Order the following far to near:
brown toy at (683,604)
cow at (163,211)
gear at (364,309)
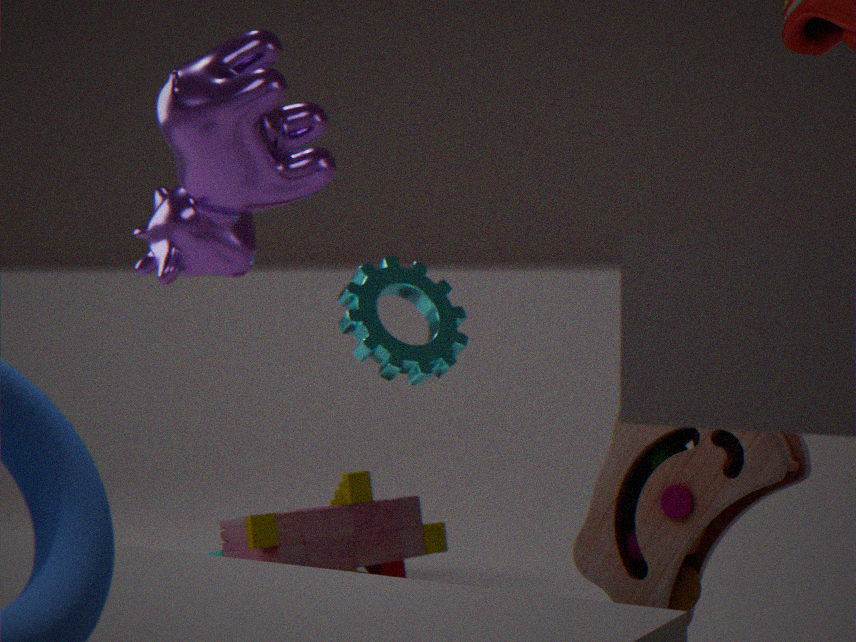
gear at (364,309) < cow at (163,211) < brown toy at (683,604)
